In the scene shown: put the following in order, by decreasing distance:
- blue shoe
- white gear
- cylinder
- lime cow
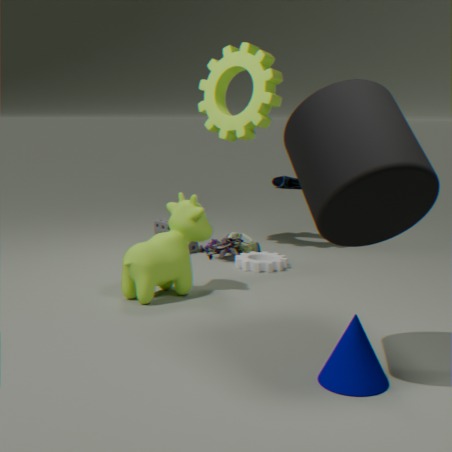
1. blue shoe
2. white gear
3. lime cow
4. cylinder
